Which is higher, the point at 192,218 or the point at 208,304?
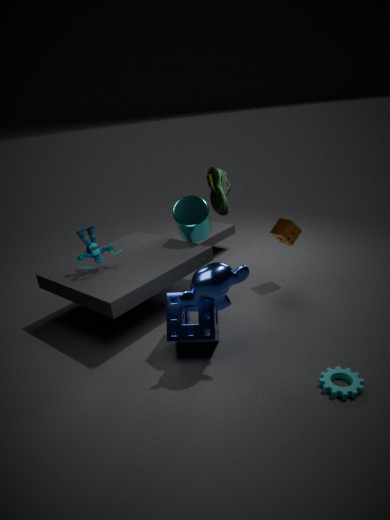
the point at 192,218
